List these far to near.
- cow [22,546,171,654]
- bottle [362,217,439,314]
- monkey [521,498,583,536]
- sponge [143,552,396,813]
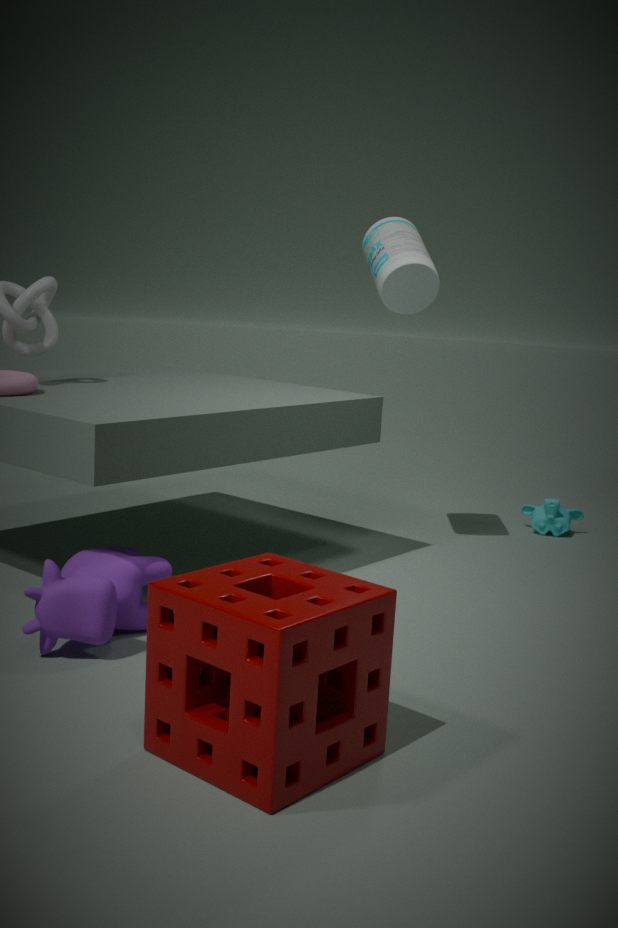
1. monkey [521,498,583,536]
2. bottle [362,217,439,314]
3. cow [22,546,171,654]
4. sponge [143,552,396,813]
